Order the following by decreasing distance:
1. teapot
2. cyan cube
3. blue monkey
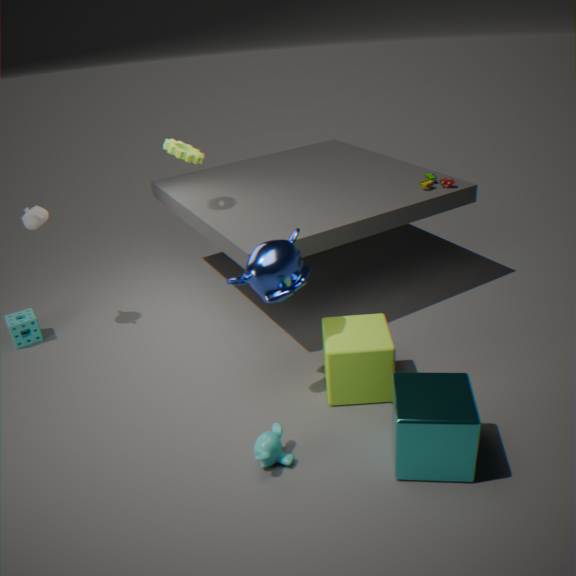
teapot
blue monkey
cyan cube
